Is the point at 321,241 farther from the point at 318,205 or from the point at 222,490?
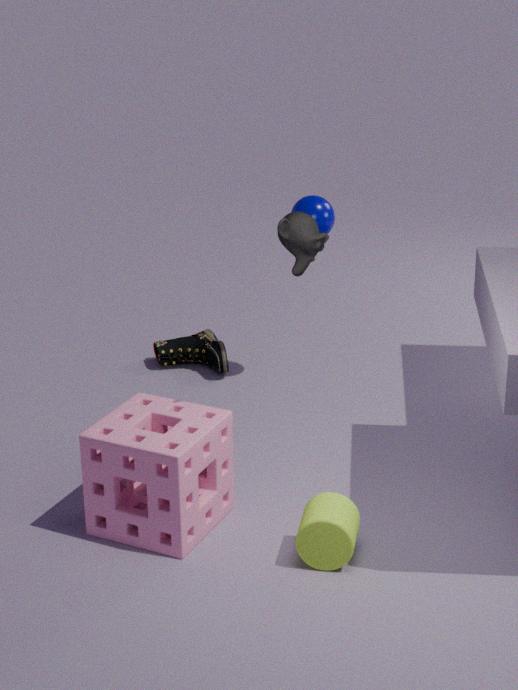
the point at 318,205
